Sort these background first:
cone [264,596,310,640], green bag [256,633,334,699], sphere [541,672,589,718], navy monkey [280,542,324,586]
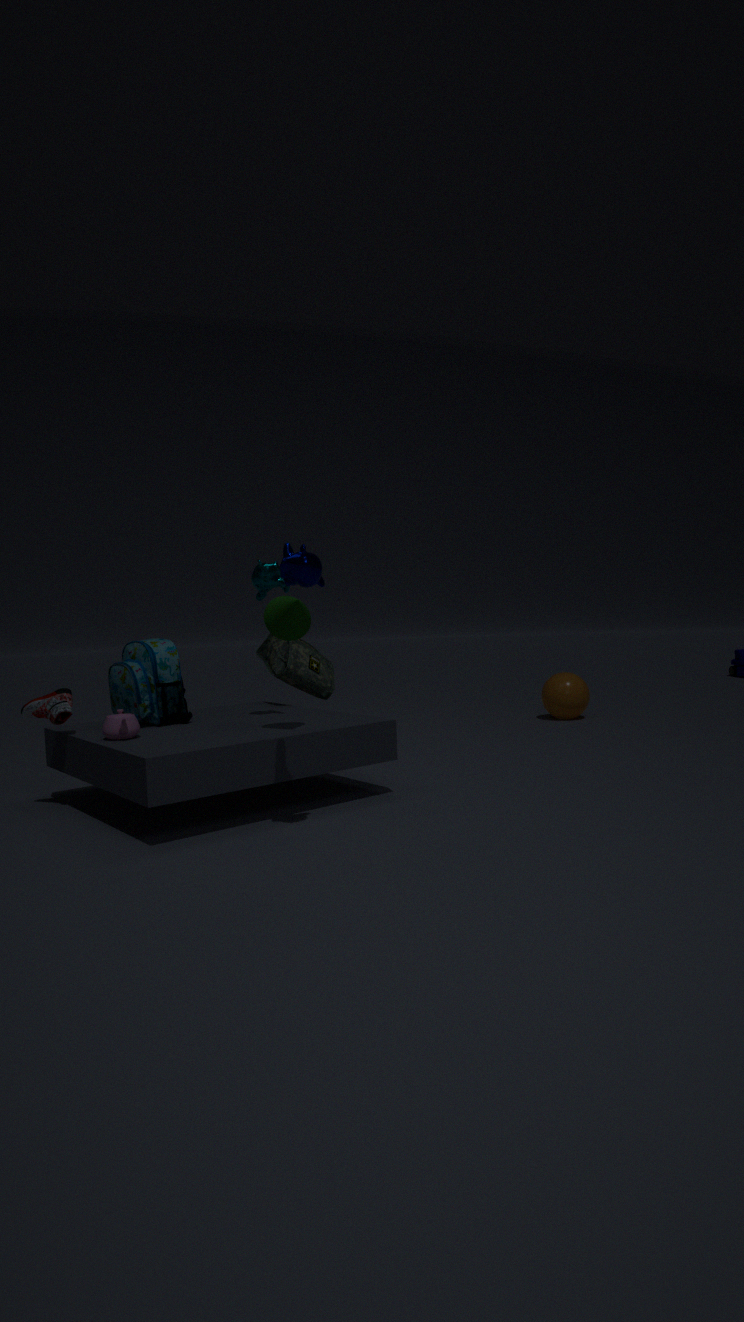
sphere [541,672,589,718], green bag [256,633,334,699], cone [264,596,310,640], navy monkey [280,542,324,586]
